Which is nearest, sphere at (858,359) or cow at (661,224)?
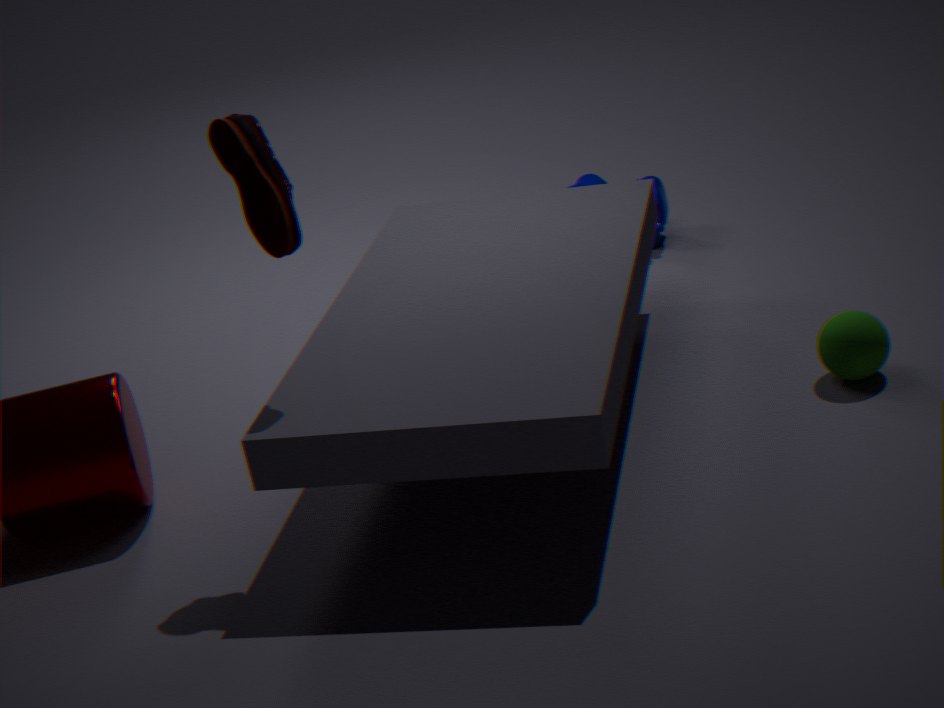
sphere at (858,359)
